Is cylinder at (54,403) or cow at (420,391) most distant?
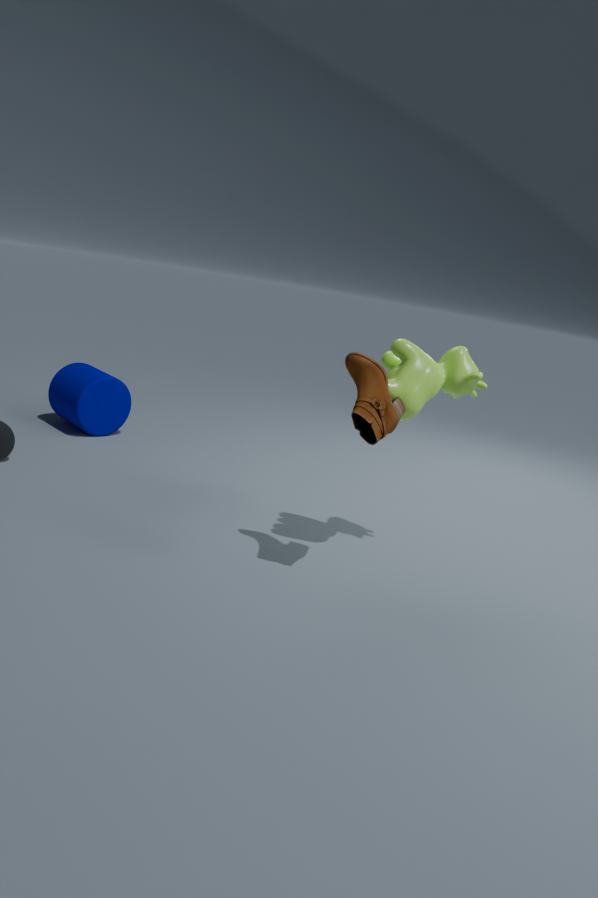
cylinder at (54,403)
